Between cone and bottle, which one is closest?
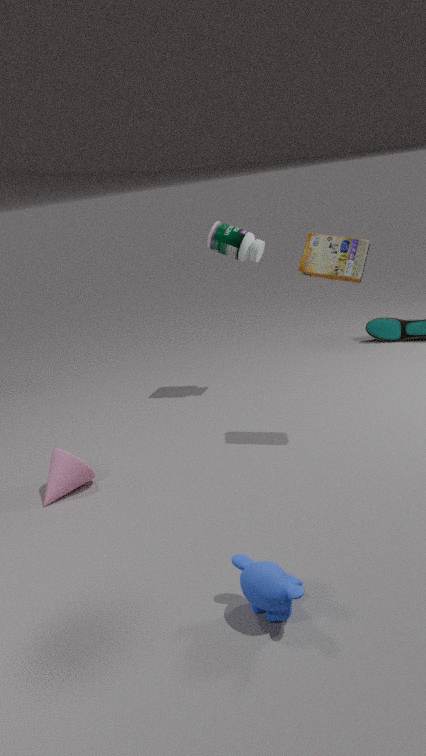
cone
